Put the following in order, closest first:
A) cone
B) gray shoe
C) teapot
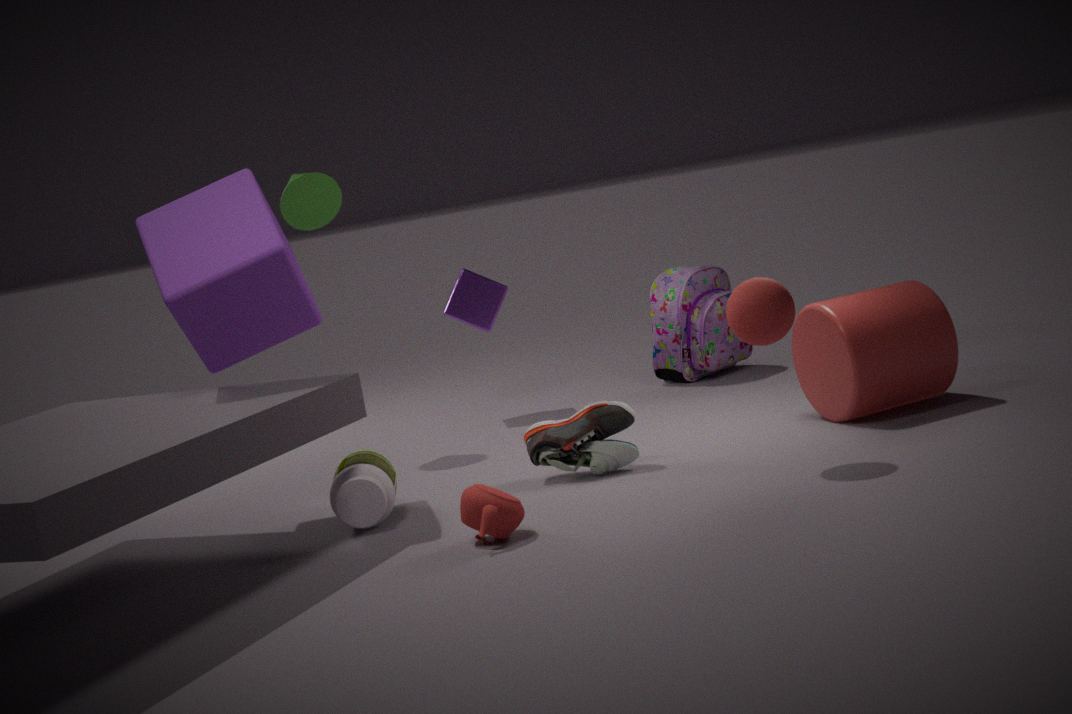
teapot
gray shoe
cone
